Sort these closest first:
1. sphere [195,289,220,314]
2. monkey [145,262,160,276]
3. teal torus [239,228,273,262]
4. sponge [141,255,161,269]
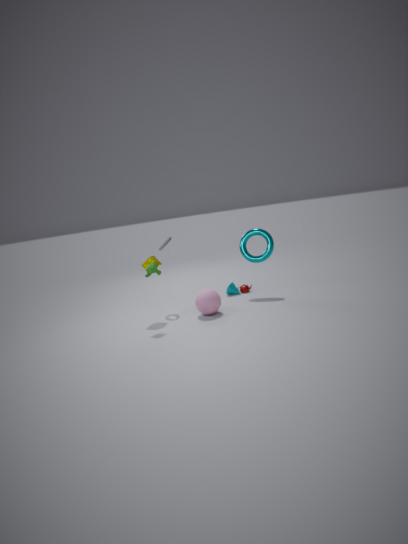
1. monkey [145,262,160,276]
2. sphere [195,289,220,314]
3. sponge [141,255,161,269]
4. teal torus [239,228,273,262]
